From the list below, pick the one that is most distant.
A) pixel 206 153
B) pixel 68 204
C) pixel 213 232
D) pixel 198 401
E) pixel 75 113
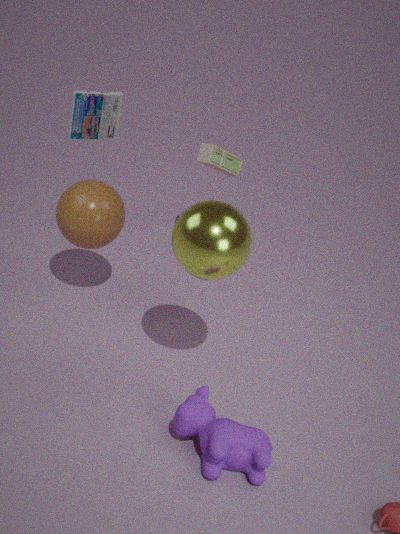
pixel 206 153
